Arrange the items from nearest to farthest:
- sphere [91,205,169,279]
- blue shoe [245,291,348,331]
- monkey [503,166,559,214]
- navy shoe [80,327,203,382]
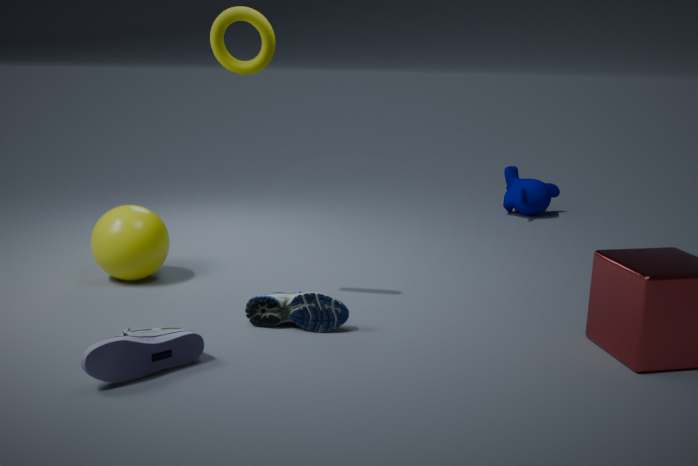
navy shoe [80,327,203,382] < blue shoe [245,291,348,331] < sphere [91,205,169,279] < monkey [503,166,559,214]
